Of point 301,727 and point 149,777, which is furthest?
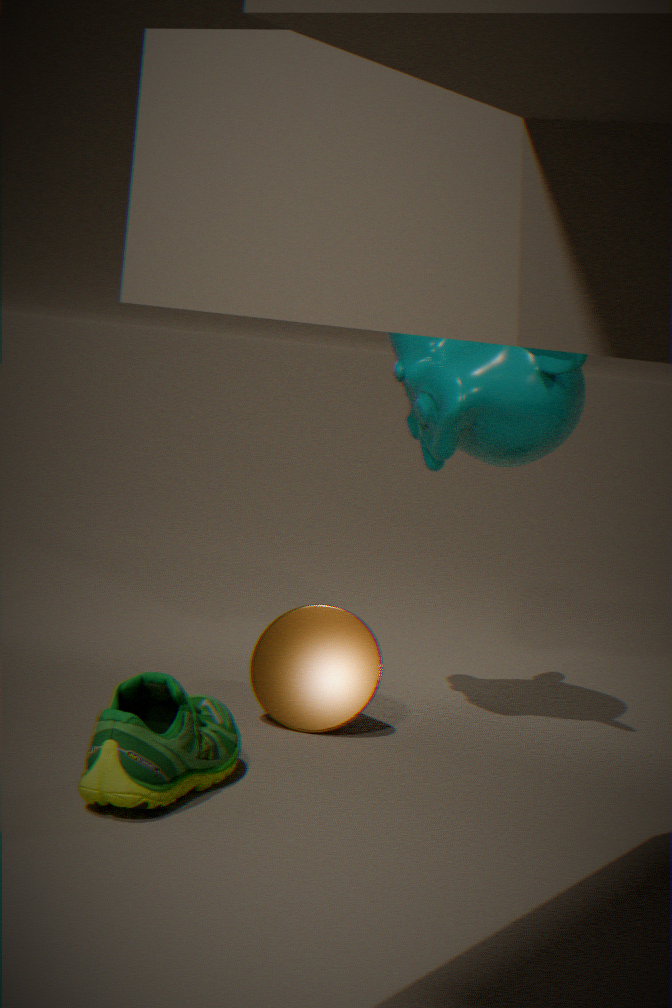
point 301,727
